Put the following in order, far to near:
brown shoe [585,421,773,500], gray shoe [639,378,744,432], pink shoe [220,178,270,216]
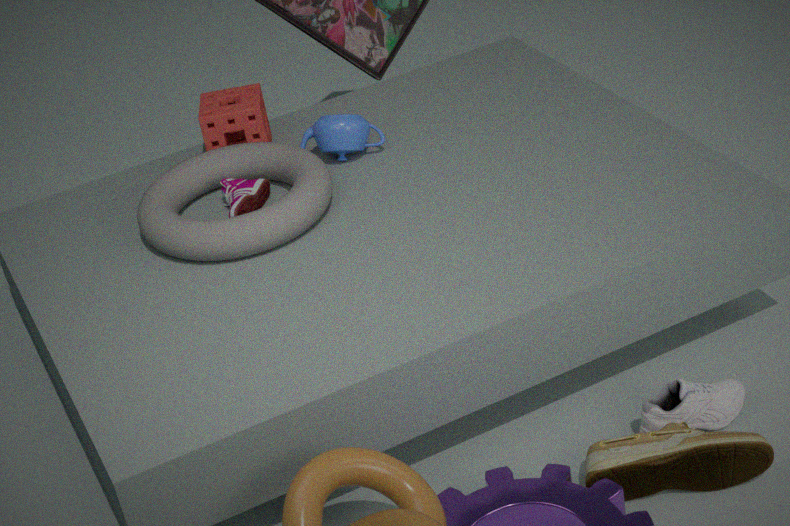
pink shoe [220,178,270,216] → gray shoe [639,378,744,432] → brown shoe [585,421,773,500]
